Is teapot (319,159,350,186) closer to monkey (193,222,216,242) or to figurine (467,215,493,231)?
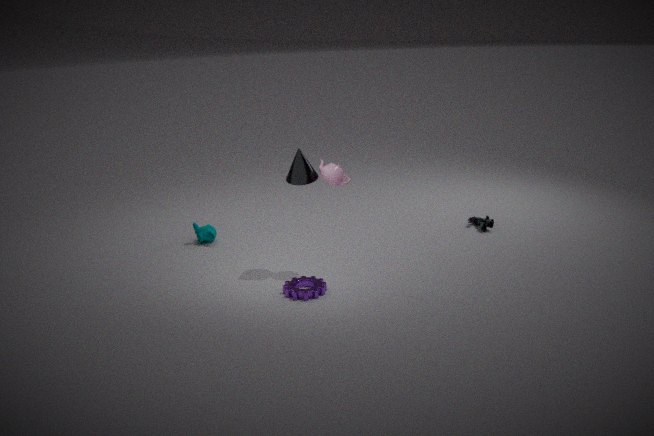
monkey (193,222,216,242)
